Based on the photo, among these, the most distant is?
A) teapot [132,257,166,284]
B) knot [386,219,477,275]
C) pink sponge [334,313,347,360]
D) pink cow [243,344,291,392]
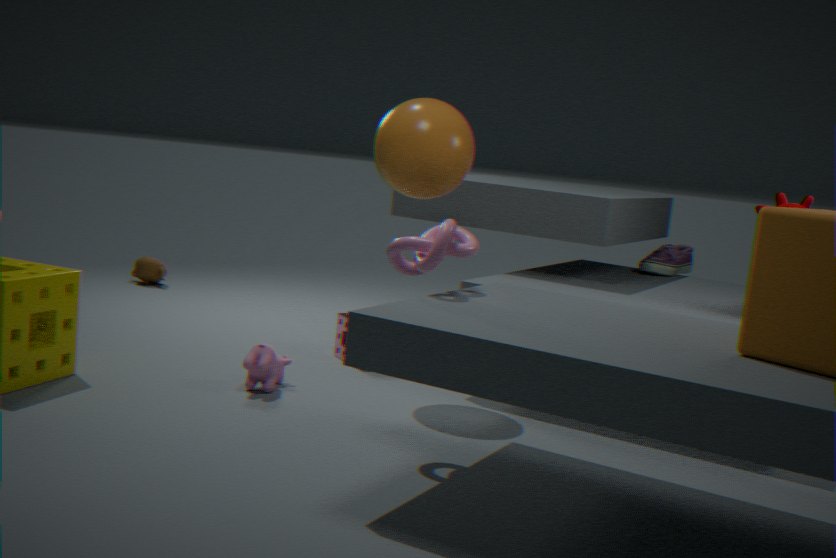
teapot [132,257,166,284]
